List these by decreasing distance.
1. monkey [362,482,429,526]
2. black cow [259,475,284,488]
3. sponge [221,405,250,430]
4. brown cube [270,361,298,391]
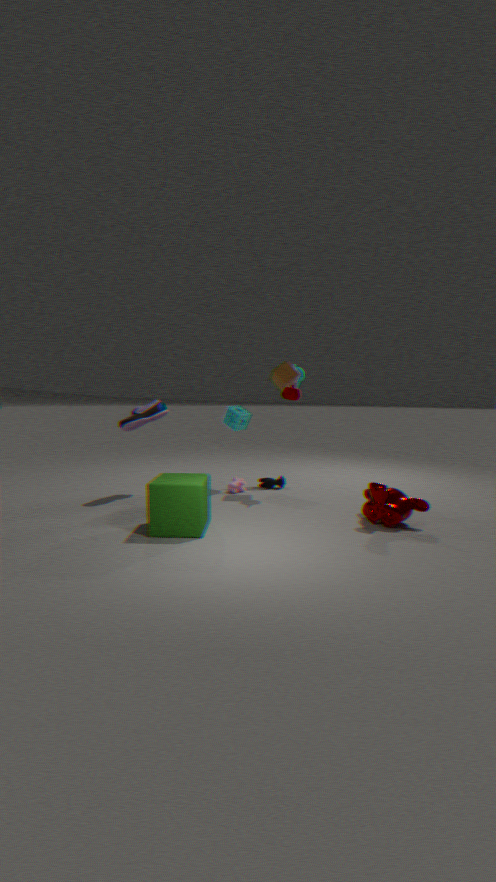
black cow [259,475,284,488] < sponge [221,405,250,430] < brown cube [270,361,298,391] < monkey [362,482,429,526]
